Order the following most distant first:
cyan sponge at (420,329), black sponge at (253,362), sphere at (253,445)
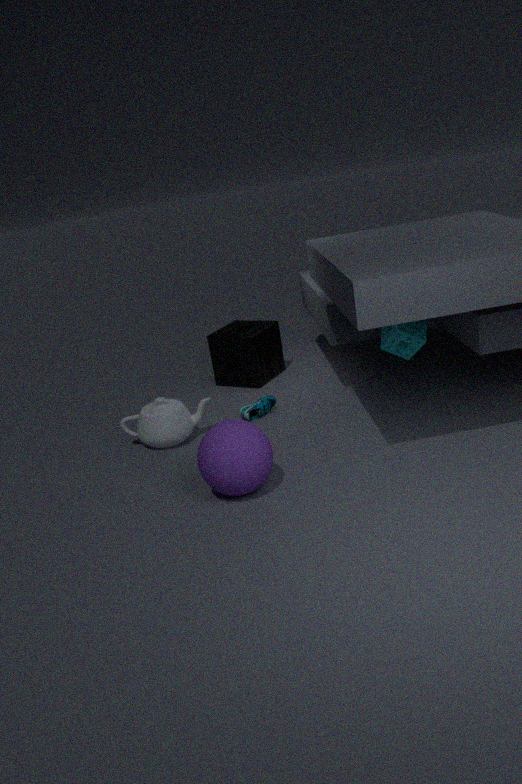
1. black sponge at (253,362)
2. cyan sponge at (420,329)
3. sphere at (253,445)
